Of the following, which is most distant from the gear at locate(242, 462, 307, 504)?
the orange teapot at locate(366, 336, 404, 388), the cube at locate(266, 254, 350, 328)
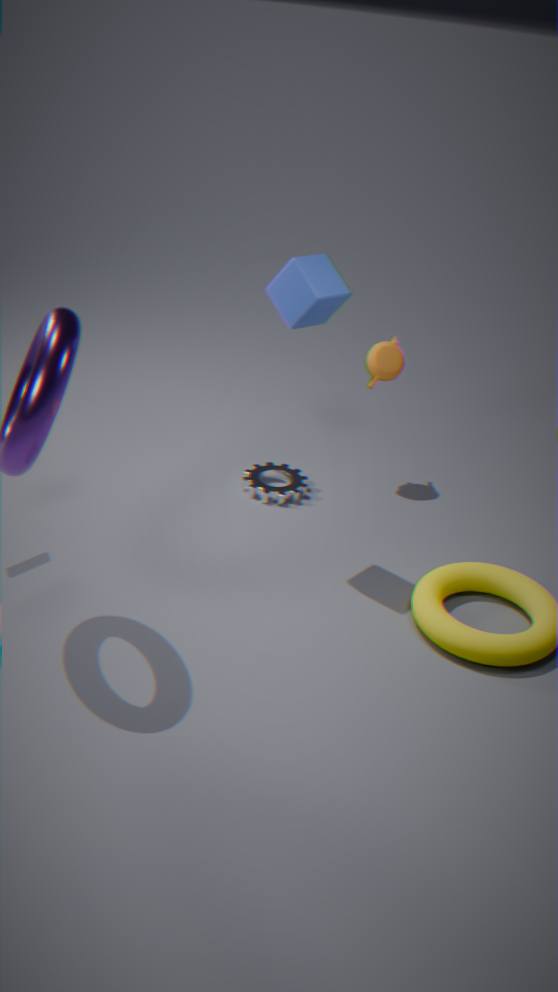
the cube at locate(266, 254, 350, 328)
